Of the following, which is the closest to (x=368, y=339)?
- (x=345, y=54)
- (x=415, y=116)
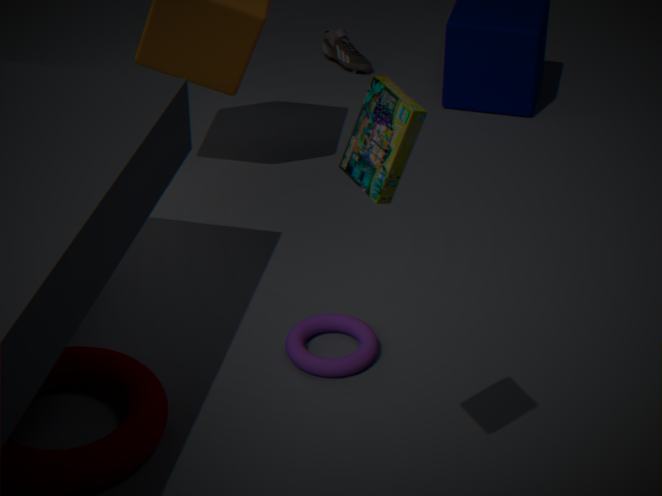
(x=415, y=116)
